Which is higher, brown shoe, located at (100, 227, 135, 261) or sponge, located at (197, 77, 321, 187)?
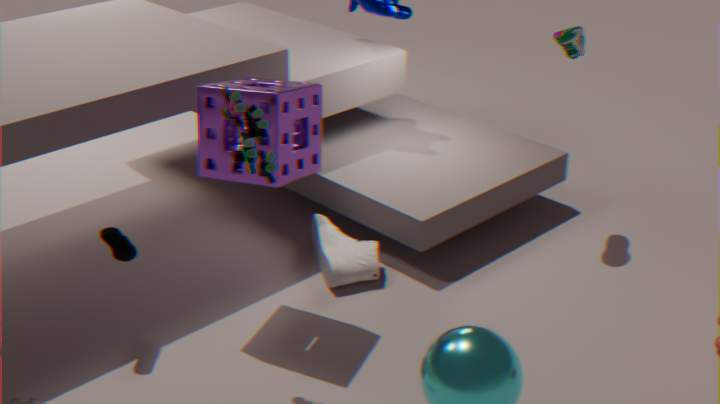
sponge, located at (197, 77, 321, 187)
